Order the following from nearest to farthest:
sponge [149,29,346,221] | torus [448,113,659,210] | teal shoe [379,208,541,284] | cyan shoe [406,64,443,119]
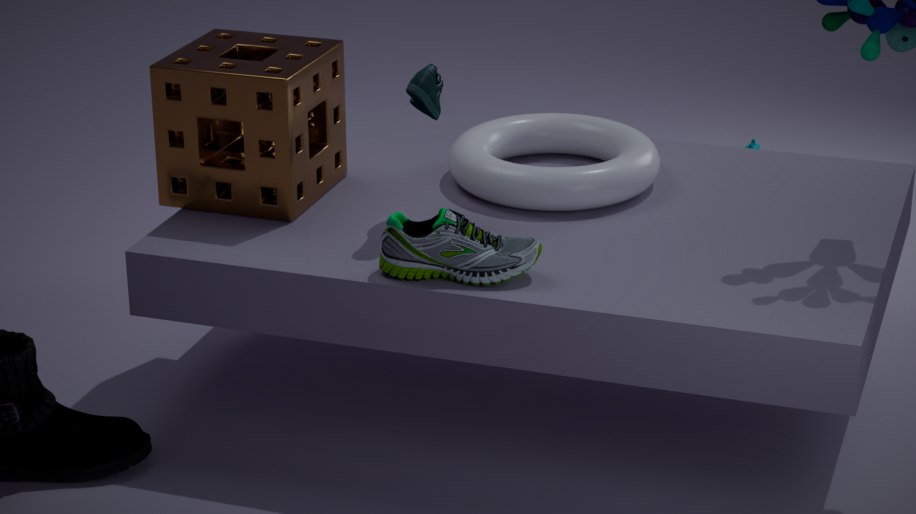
teal shoe [379,208,541,284] < cyan shoe [406,64,443,119] < sponge [149,29,346,221] < torus [448,113,659,210]
